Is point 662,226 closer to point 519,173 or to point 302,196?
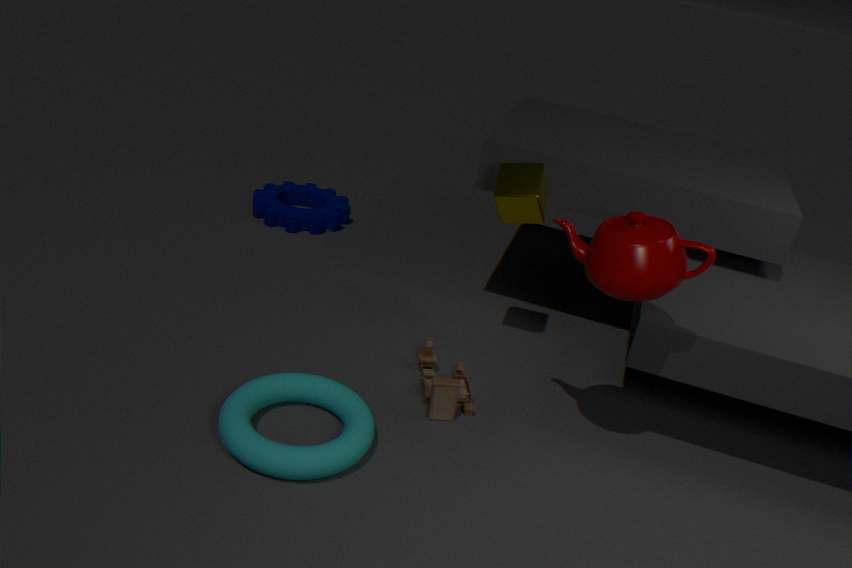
point 519,173
